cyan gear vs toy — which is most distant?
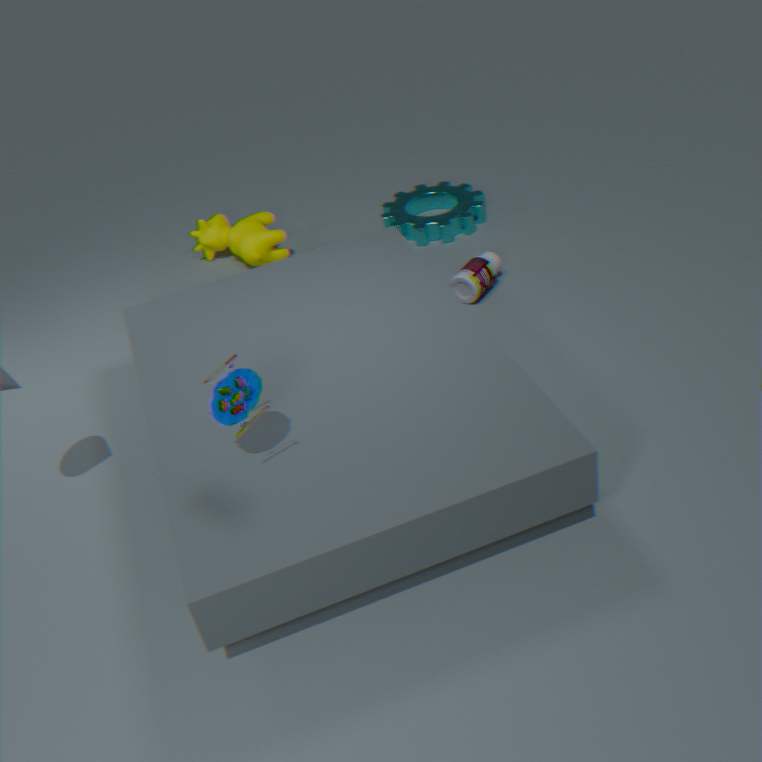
cyan gear
